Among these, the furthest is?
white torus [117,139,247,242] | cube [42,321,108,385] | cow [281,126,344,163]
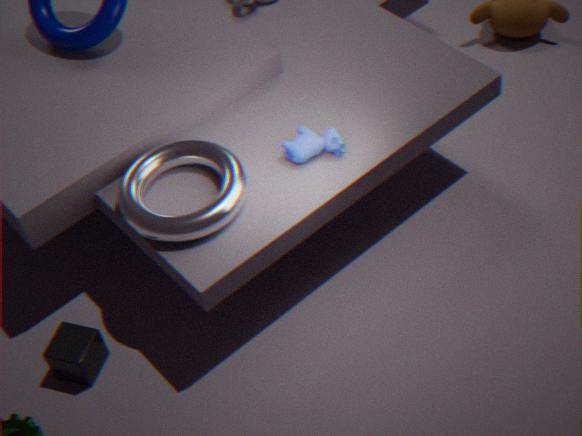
cow [281,126,344,163]
